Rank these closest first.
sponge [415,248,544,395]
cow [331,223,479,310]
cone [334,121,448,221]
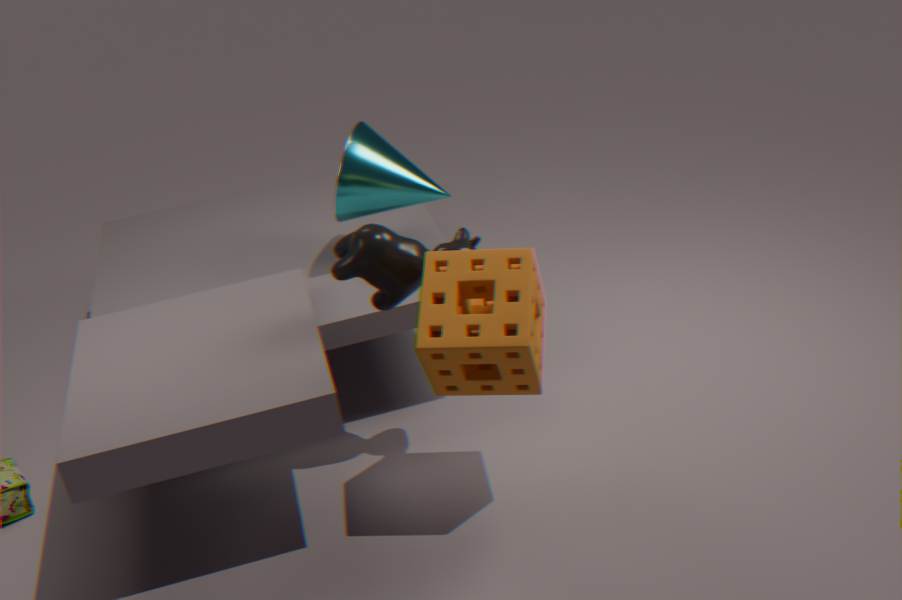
sponge [415,248,544,395]
cow [331,223,479,310]
cone [334,121,448,221]
